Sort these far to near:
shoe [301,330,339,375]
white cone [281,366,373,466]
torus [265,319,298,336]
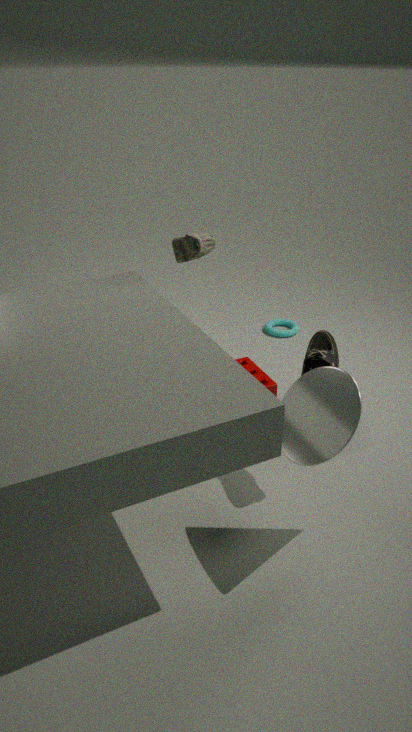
torus [265,319,298,336] < shoe [301,330,339,375] < white cone [281,366,373,466]
